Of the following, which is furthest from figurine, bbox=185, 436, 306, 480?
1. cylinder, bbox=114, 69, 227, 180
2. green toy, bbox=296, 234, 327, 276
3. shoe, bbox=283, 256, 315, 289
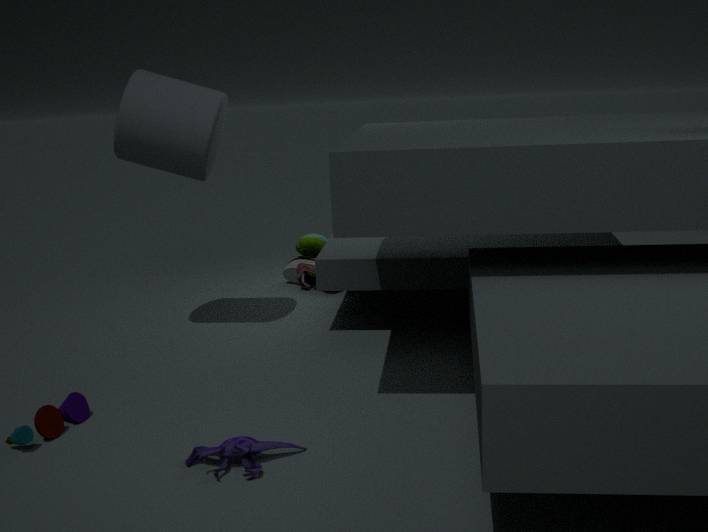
green toy, bbox=296, 234, 327, 276
